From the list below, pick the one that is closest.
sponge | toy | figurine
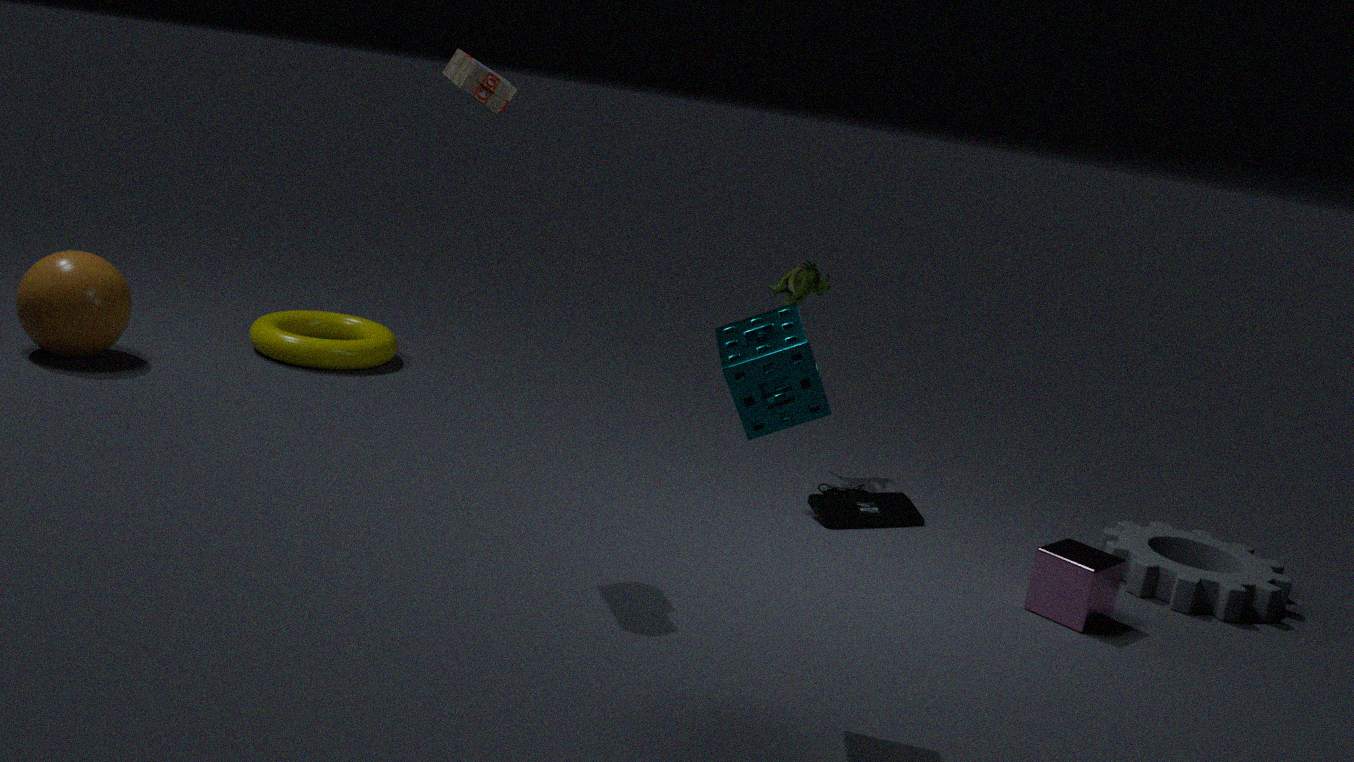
sponge
